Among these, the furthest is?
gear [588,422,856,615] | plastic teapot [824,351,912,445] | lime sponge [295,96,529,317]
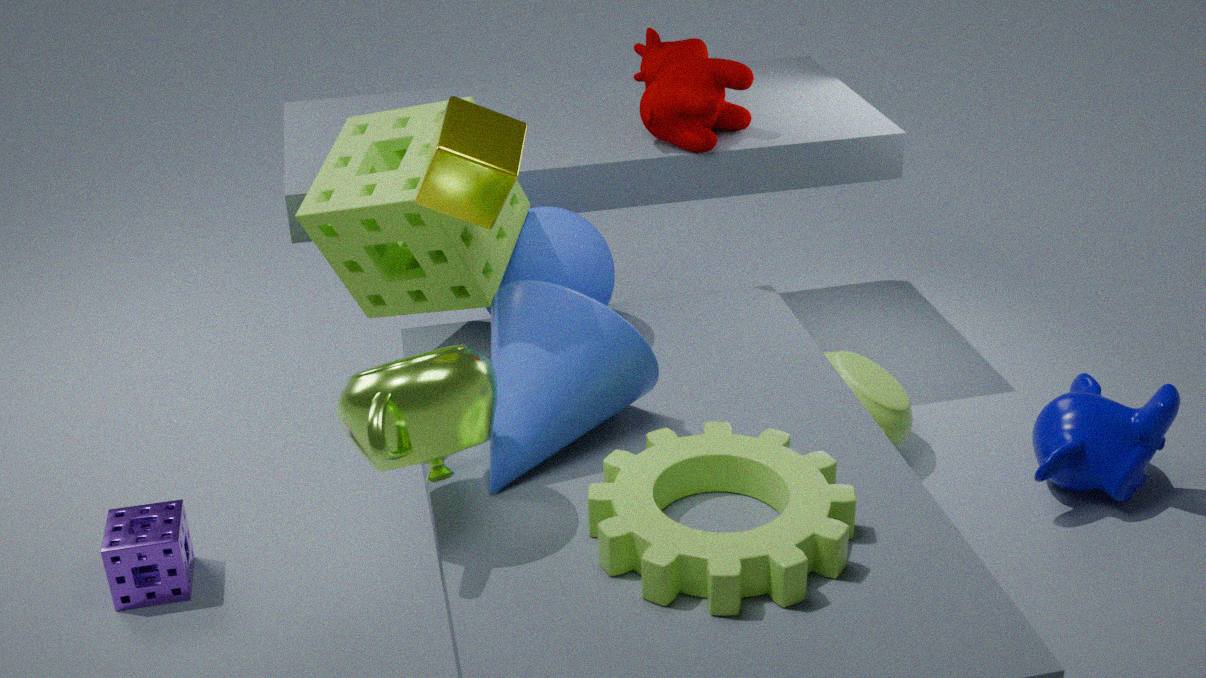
plastic teapot [824,351,912,445]
